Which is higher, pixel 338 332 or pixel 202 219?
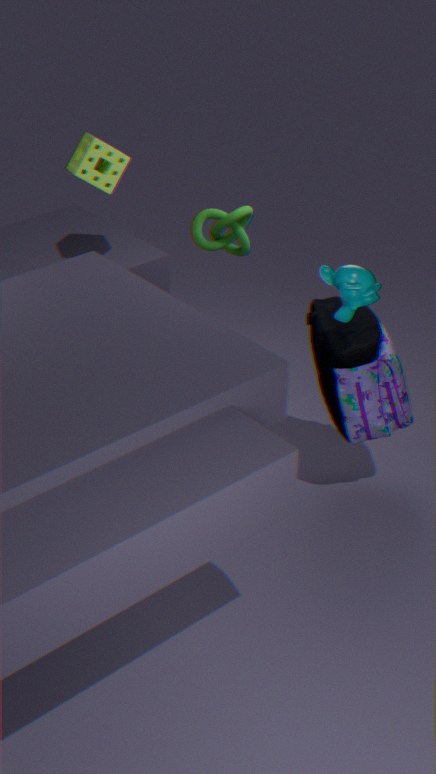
pixel 202 219
